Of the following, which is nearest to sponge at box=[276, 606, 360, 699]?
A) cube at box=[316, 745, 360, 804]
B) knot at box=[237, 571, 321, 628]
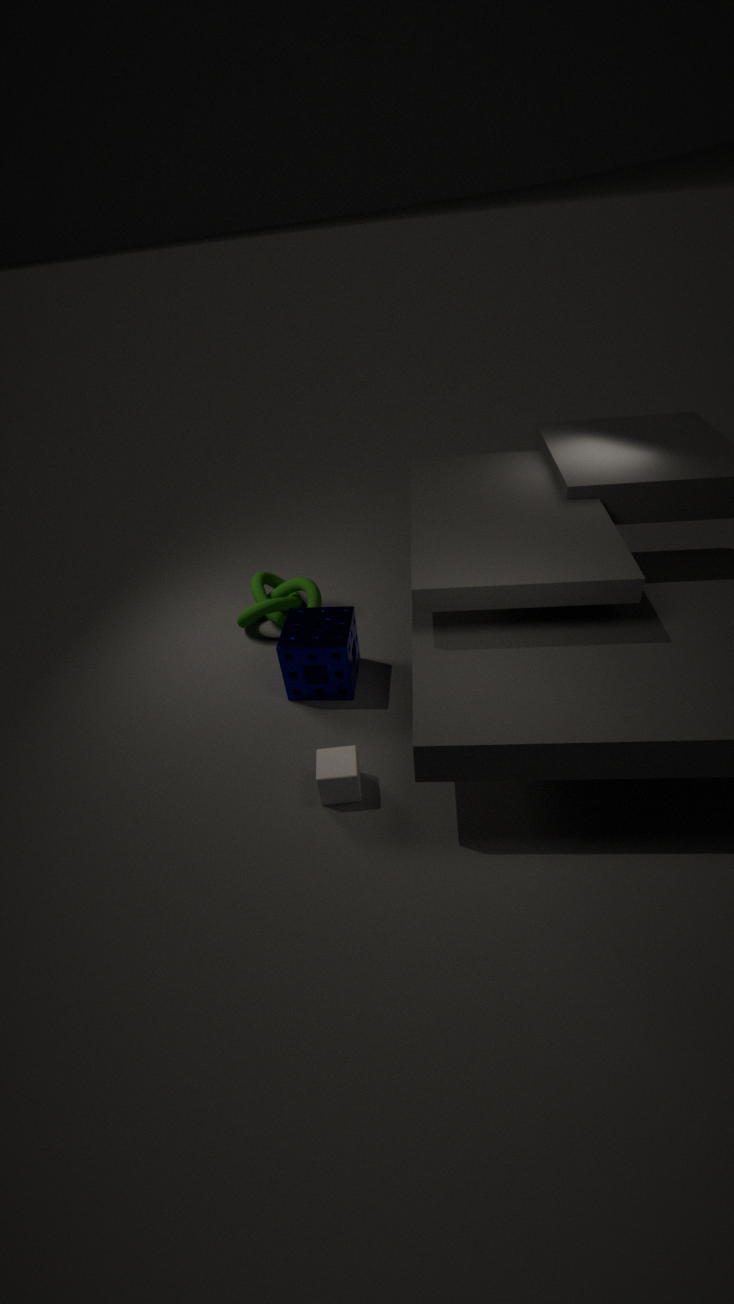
knot at box=[237, 571, 321, 628]
